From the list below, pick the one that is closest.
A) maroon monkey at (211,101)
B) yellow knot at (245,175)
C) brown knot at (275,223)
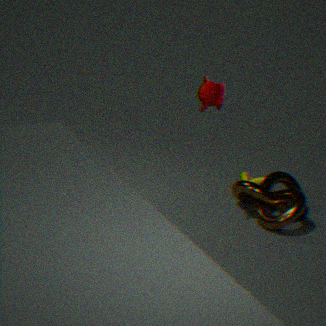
maroon monkey at (211,101)
